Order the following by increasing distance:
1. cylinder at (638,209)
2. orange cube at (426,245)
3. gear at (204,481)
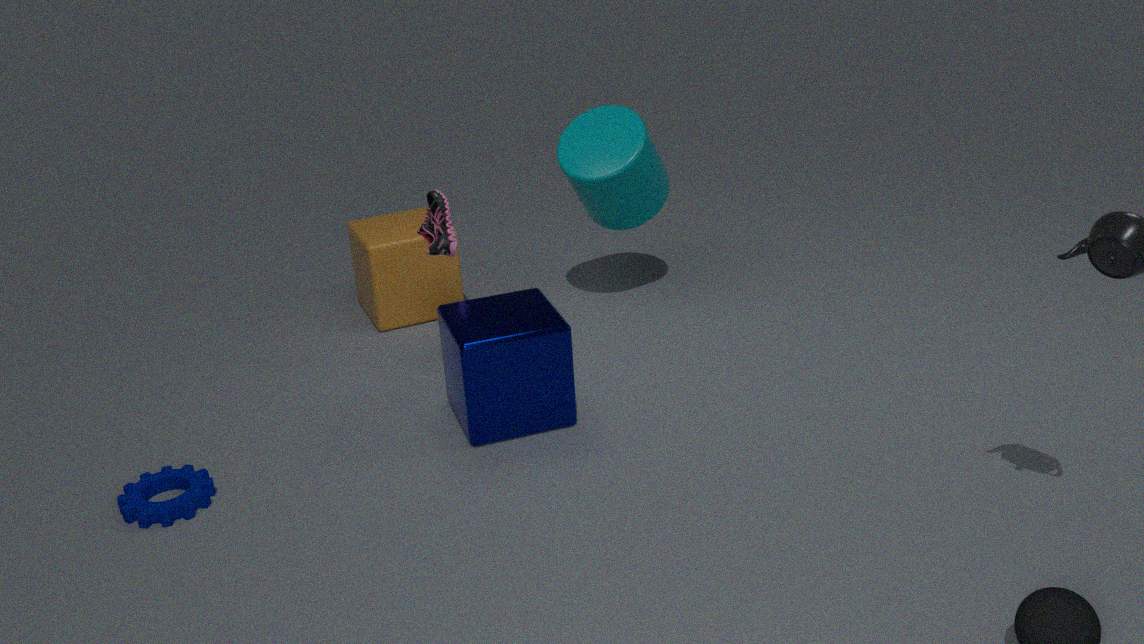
gear at (204,481) → cylinder at (638,209) → orange cube at (426,245)
